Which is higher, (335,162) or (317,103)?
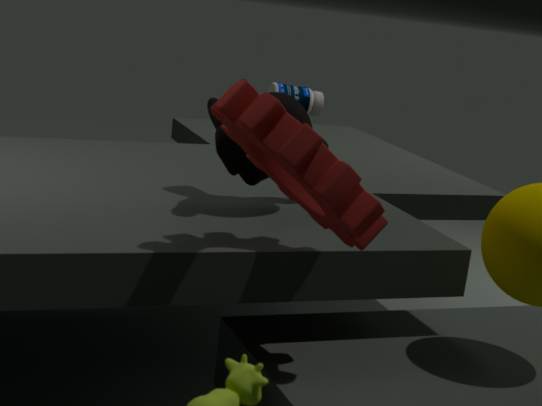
(335,162)
